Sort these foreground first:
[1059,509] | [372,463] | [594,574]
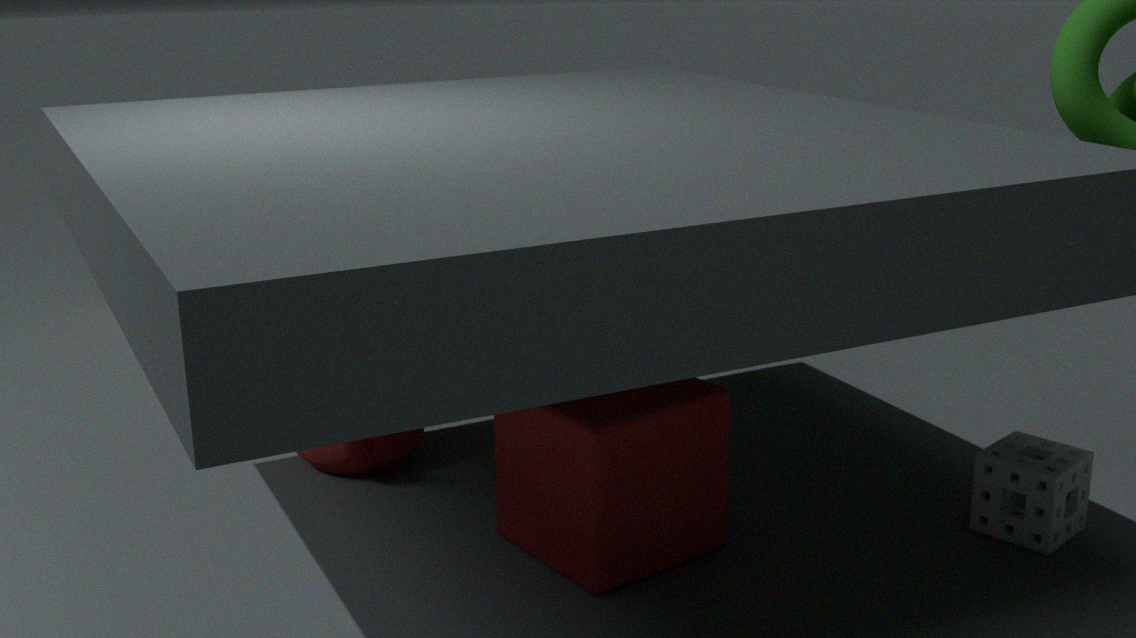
[594,574] → [1059,509] → [372,463]
